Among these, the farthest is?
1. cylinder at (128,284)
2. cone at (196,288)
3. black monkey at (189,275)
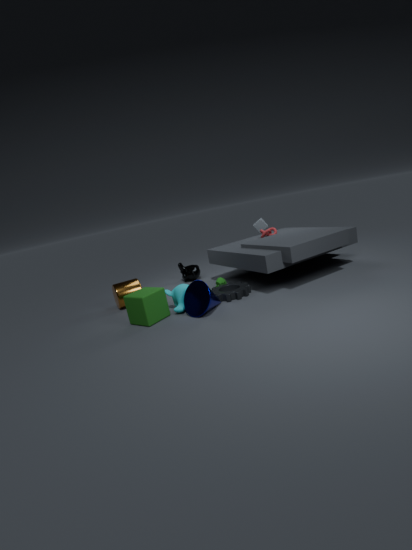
black monkey at (189,275)
